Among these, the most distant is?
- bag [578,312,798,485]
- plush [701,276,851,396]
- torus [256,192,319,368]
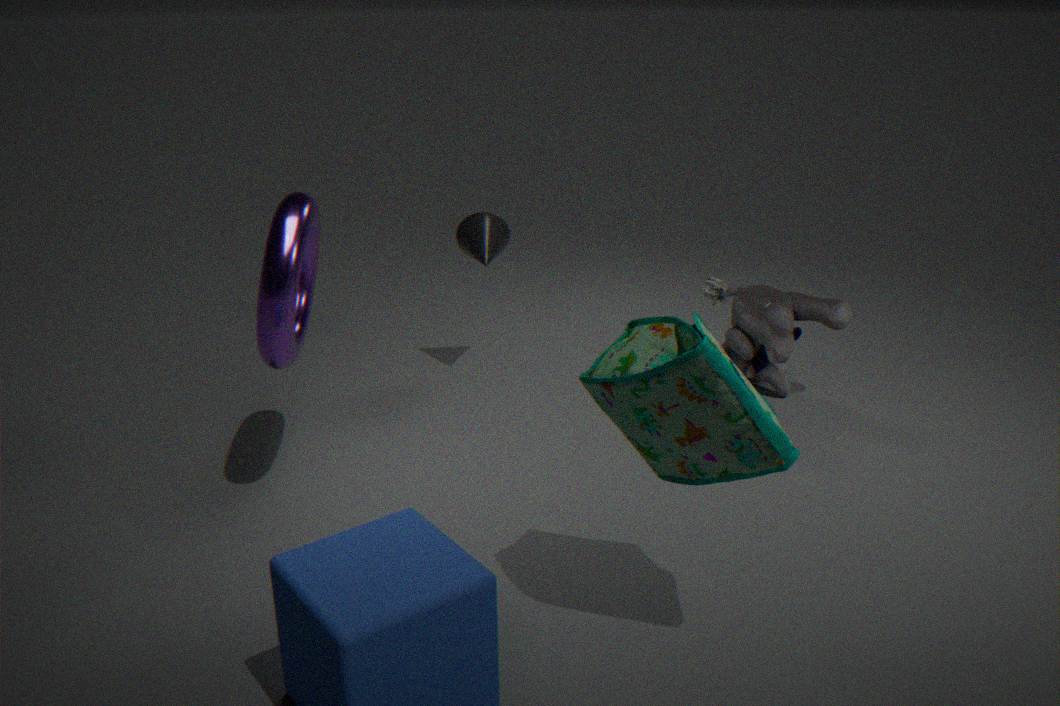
plush [701,276,851,396]
